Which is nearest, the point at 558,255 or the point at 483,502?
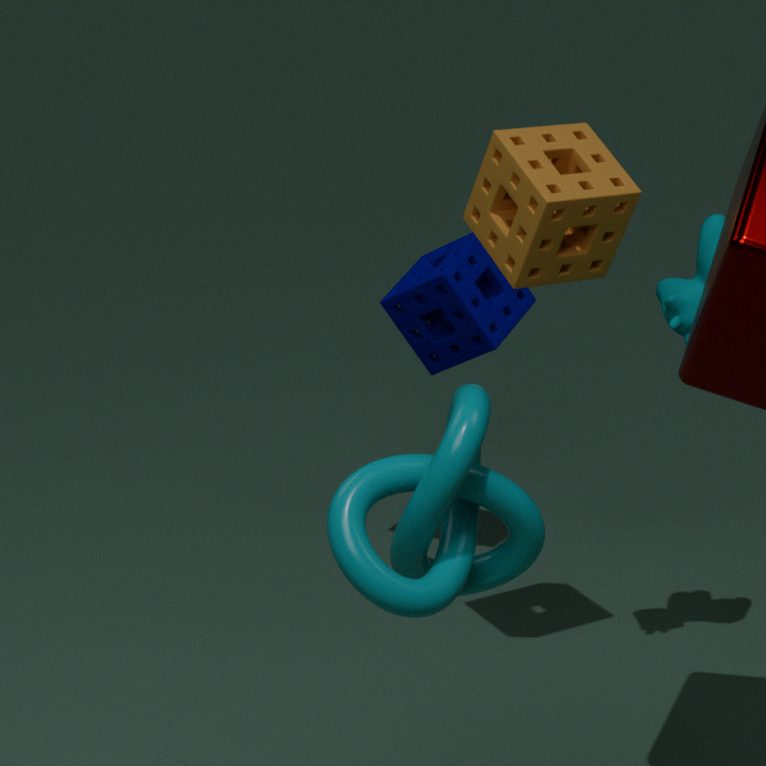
the point at 483,502
